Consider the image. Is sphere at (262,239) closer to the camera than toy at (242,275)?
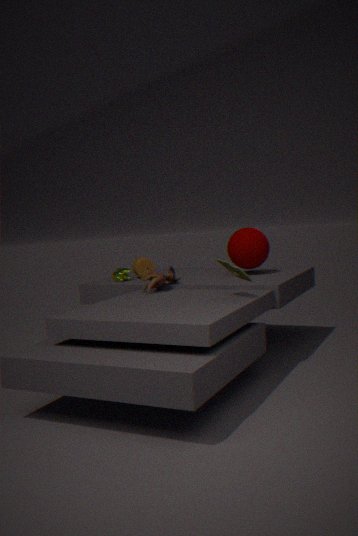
No
